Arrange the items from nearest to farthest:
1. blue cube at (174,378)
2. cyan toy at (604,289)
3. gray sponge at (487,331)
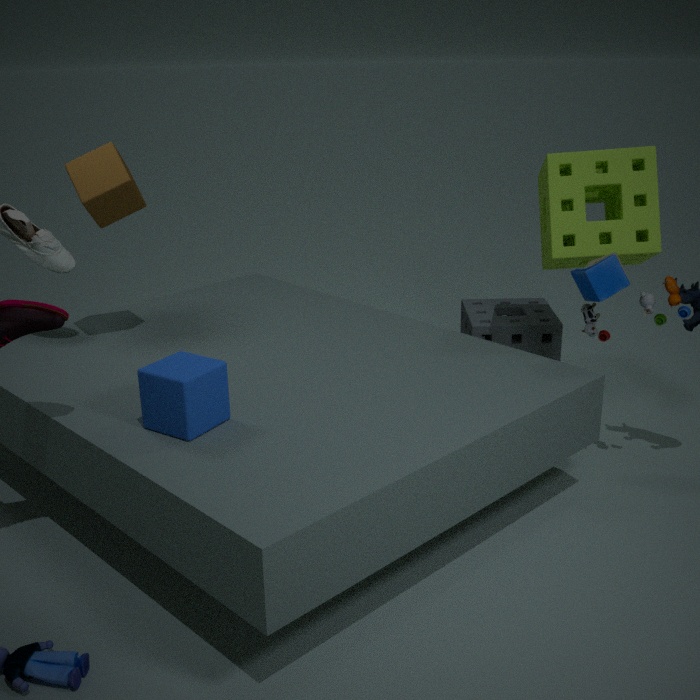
blue cube at (174,378), cyan toy at (604,289), gray sponge at (487,331)
